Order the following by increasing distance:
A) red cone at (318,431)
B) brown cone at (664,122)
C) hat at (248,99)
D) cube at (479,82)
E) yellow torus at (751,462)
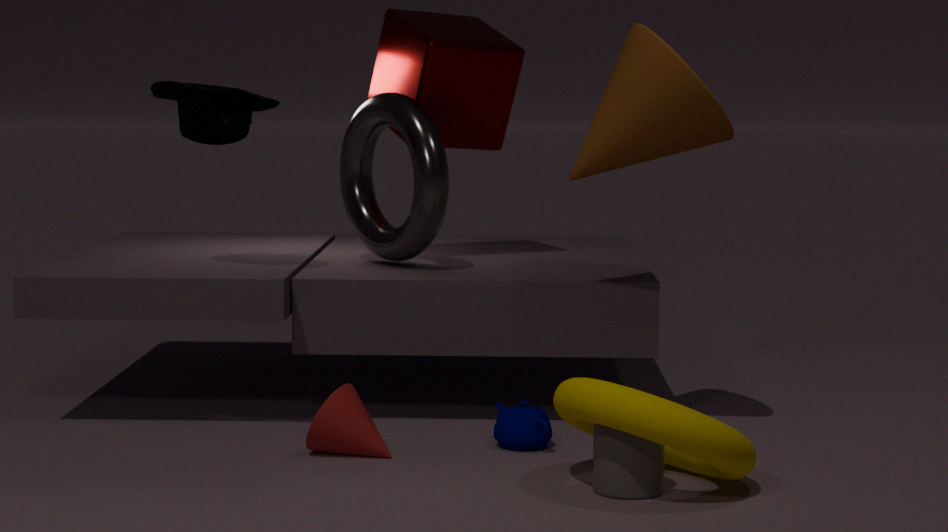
1. yellow torus at (751,462)
2. red cone at (318,431)
3. brown cone at (664,122)
4. hat at (248,99)
5. cube at (479,82)
